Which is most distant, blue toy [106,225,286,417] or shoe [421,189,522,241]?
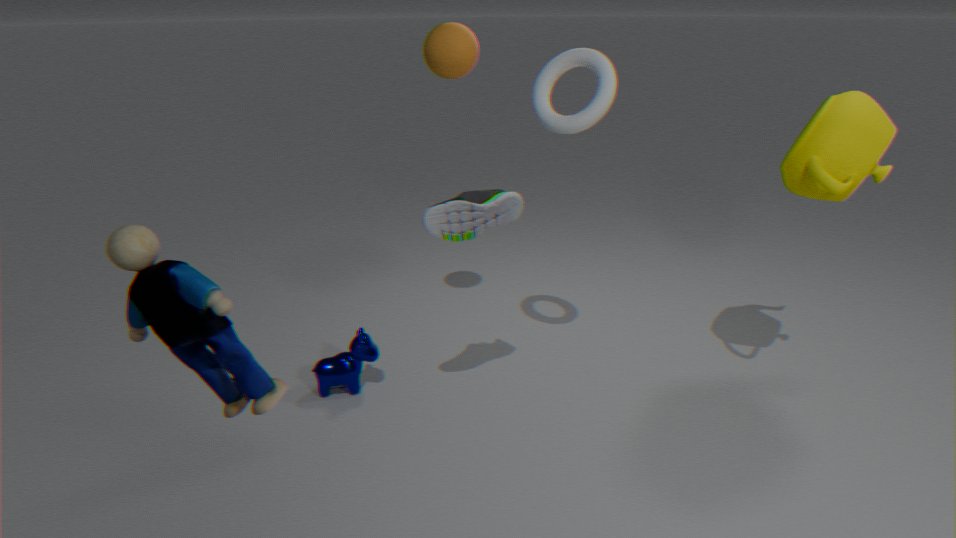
shoe [421,189,522,241]
